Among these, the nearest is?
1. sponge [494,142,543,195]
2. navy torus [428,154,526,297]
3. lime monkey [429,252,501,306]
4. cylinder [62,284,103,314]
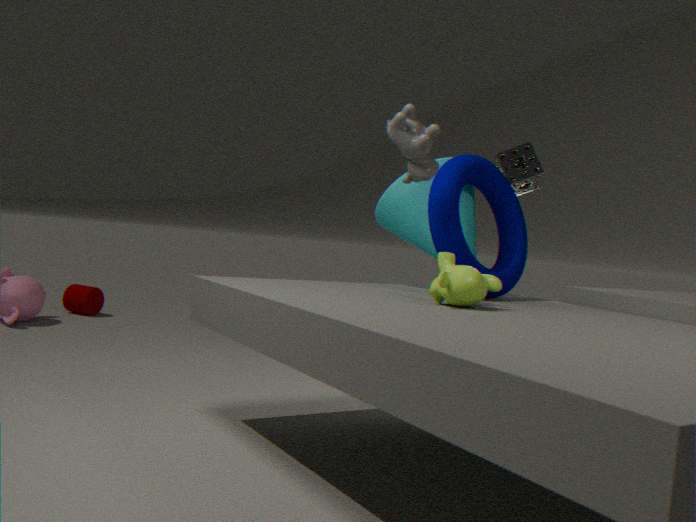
lime monkey [429,252,501,306]
